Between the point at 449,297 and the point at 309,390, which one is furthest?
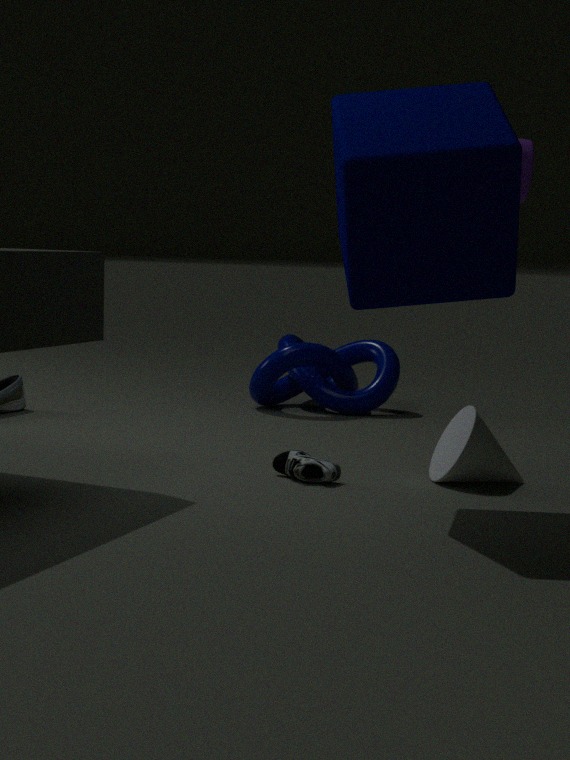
the point at 309,390
